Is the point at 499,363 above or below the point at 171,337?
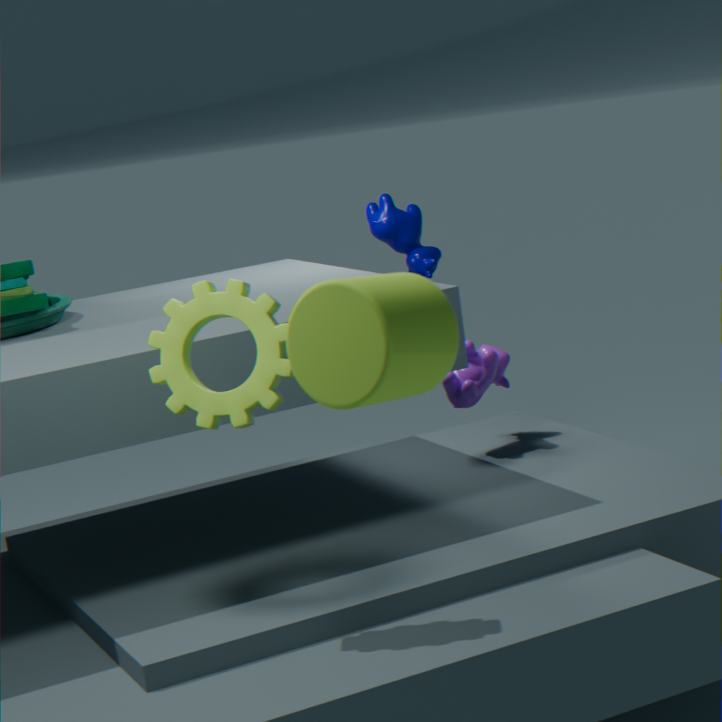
below
